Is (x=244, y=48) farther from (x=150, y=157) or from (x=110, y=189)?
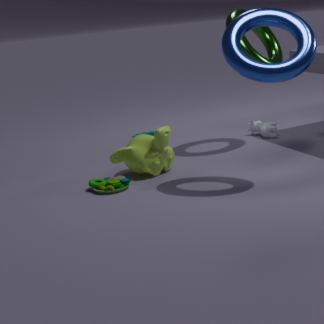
(x=110, y=189)
